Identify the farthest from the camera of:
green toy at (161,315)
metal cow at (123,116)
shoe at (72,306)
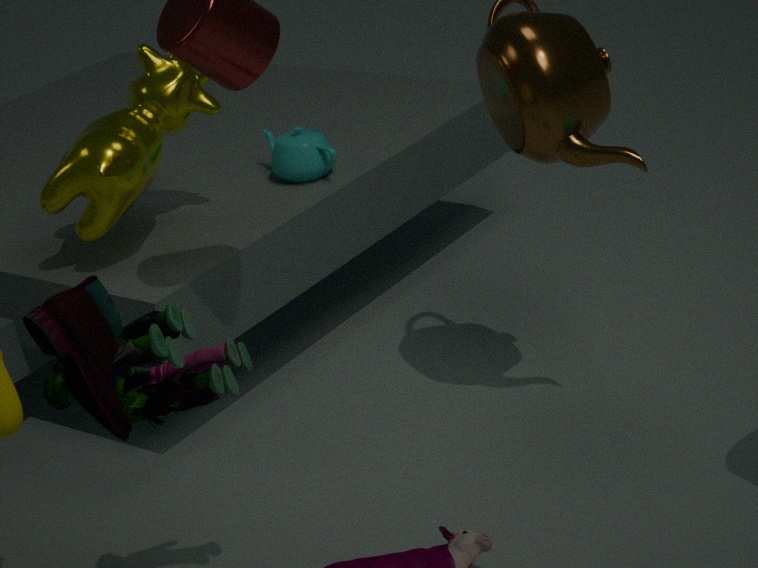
metal cow at (123,116)
